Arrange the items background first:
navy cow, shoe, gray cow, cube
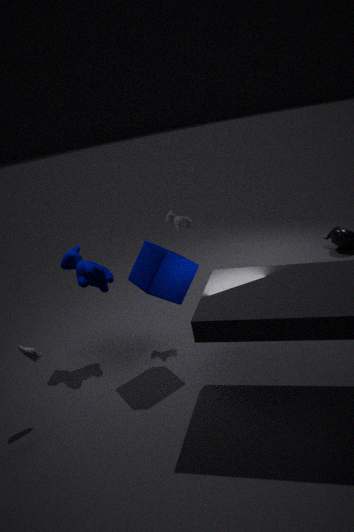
1. gray cow
2. navy cow
3. cube
4. shoe
